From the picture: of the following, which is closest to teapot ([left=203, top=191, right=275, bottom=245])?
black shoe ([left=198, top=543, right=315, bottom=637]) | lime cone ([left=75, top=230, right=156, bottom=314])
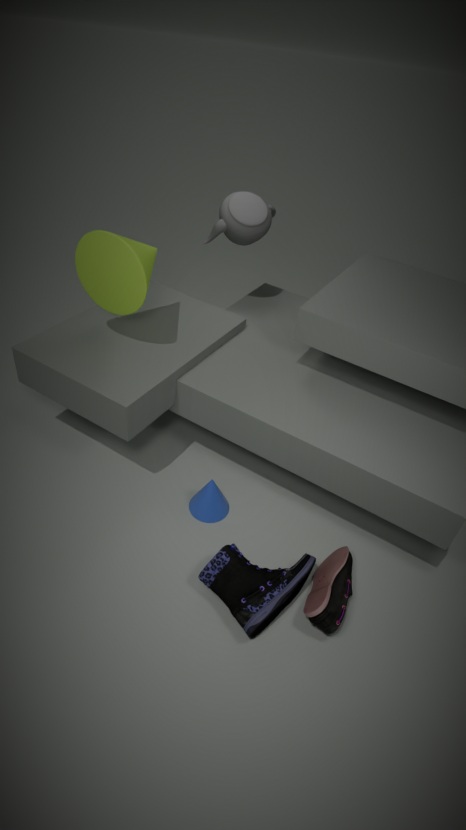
lime cone ([left=75, top=230, right=156, bottom=314])
